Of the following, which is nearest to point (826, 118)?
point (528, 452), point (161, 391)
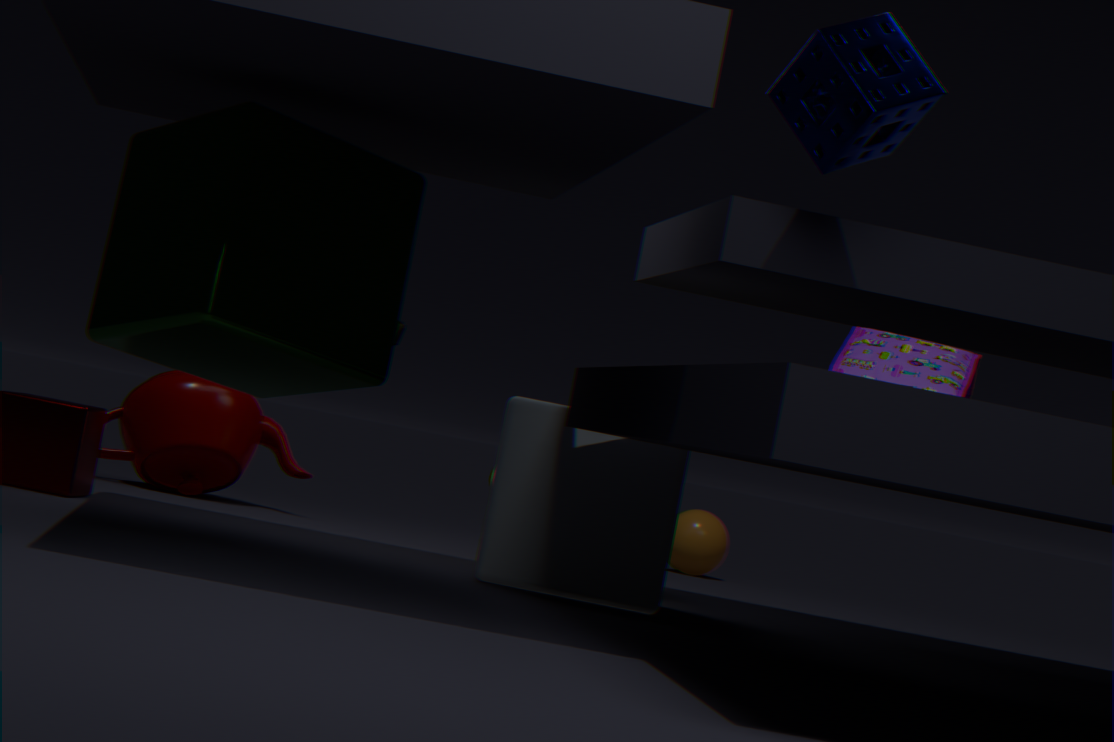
point (528, 452)
